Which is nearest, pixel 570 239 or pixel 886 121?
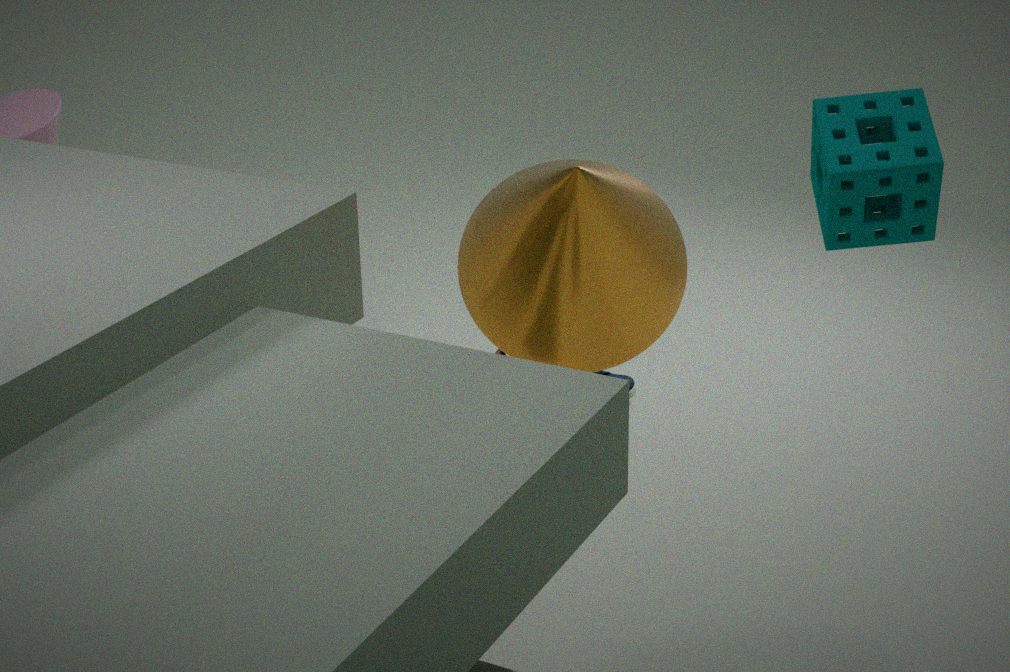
pixel 886 121
